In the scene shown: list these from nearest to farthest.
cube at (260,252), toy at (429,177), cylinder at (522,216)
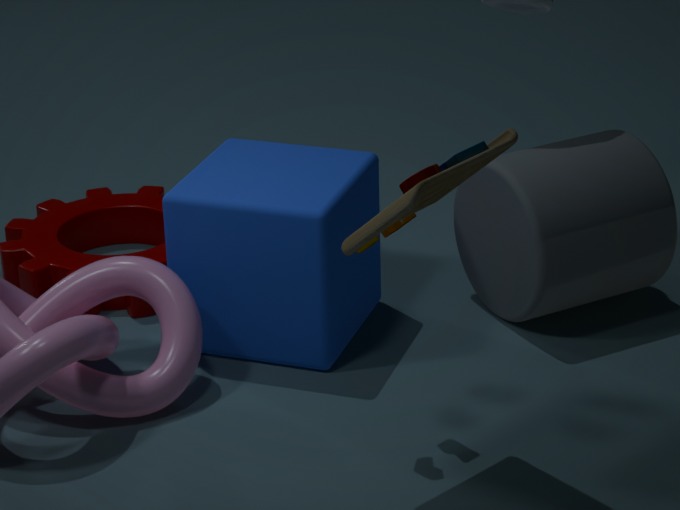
toy at (429,177)
cube at (260,252)
cylinder at (522,216)
